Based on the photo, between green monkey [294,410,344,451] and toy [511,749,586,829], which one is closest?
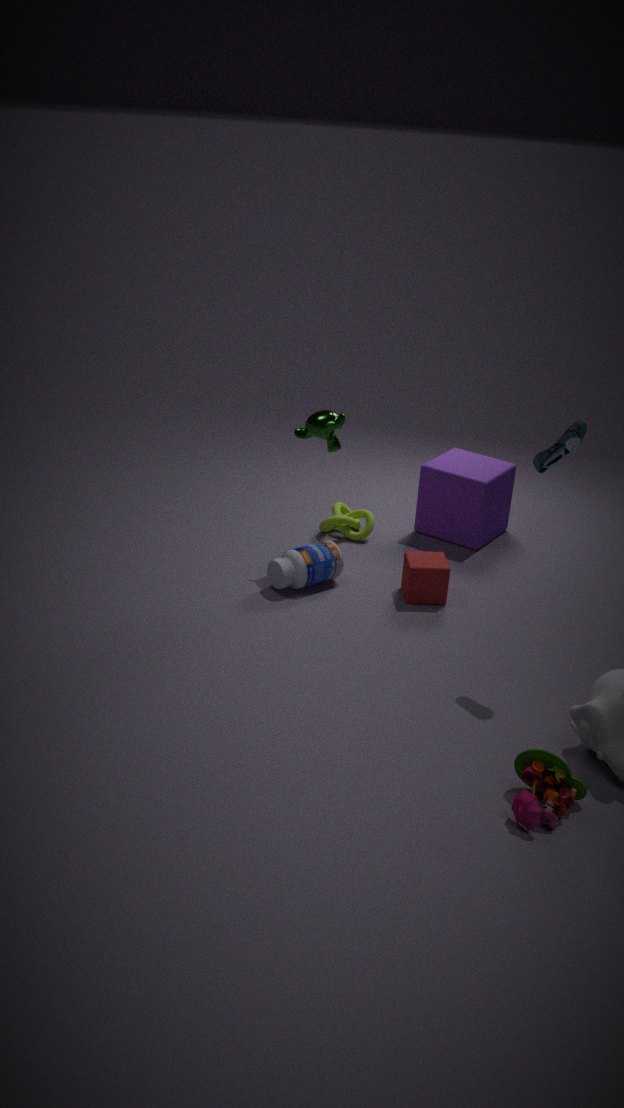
toy [511,749,586,829]
